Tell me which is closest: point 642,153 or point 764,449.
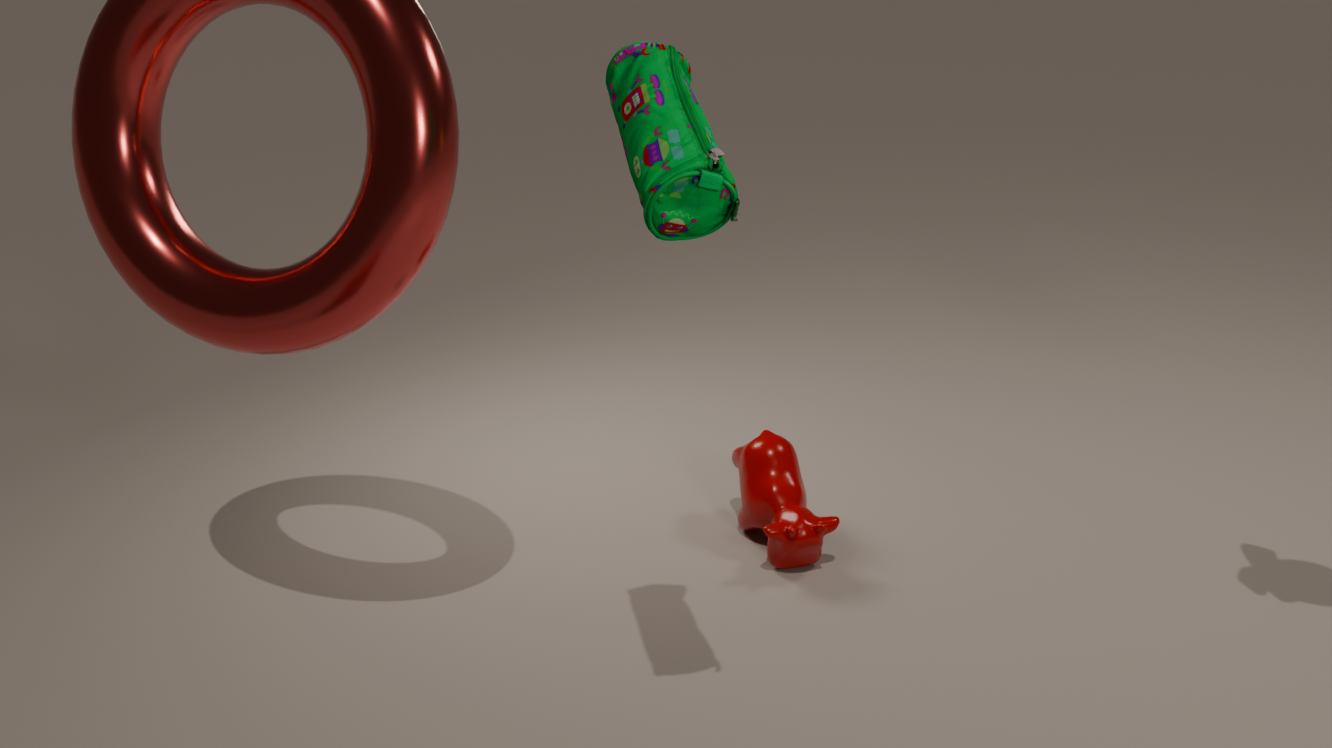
point 642,153
